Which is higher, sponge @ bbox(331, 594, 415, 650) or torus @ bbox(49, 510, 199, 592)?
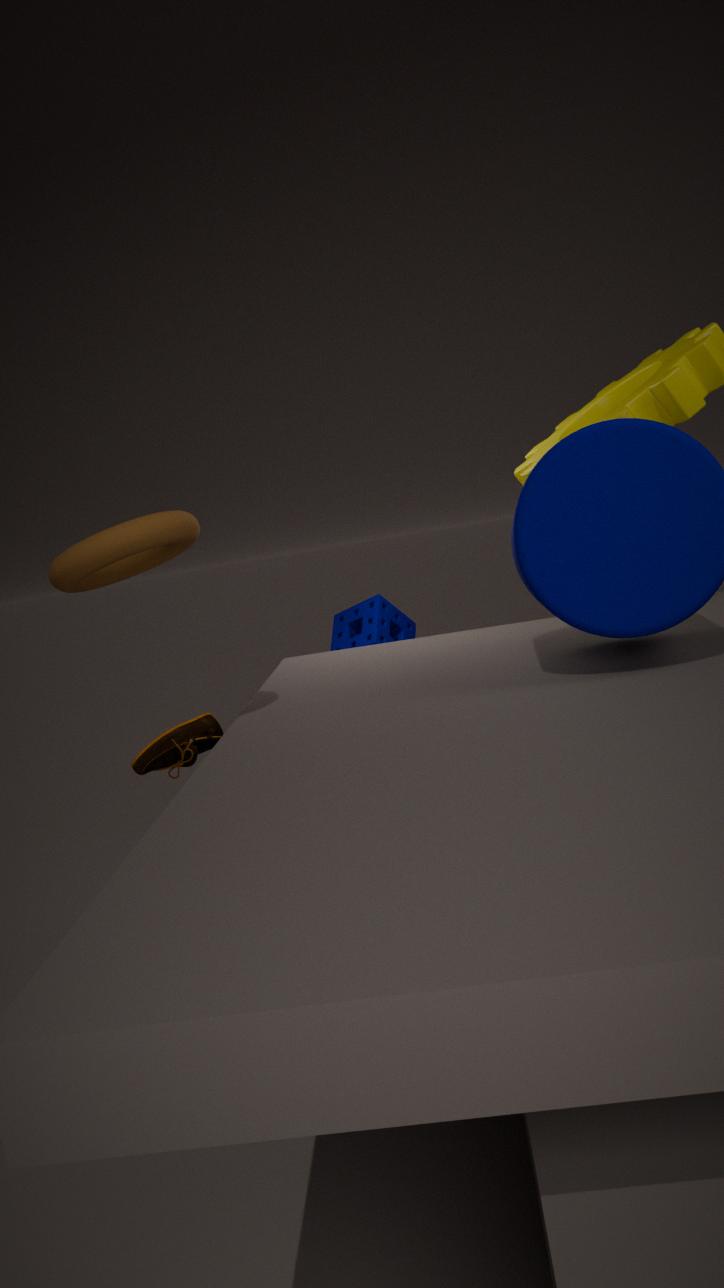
torus @ bbox(49, 510, 199, 592)
